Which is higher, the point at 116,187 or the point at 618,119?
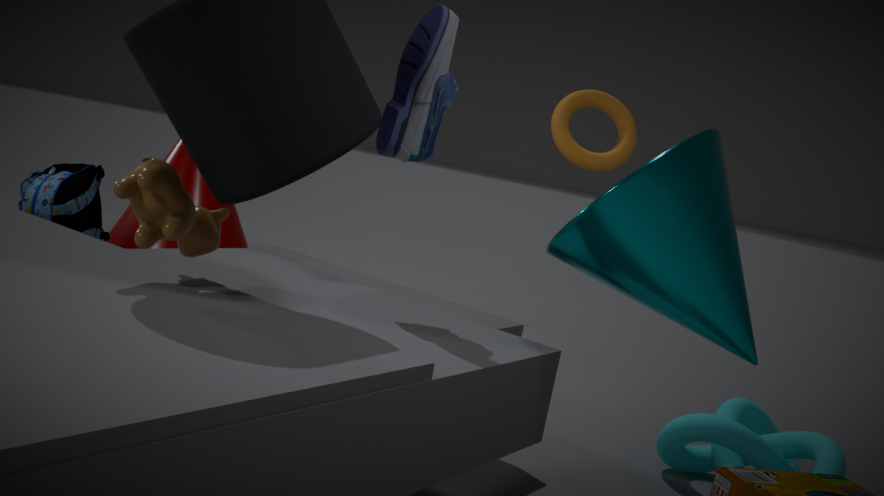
the point at 618,119
